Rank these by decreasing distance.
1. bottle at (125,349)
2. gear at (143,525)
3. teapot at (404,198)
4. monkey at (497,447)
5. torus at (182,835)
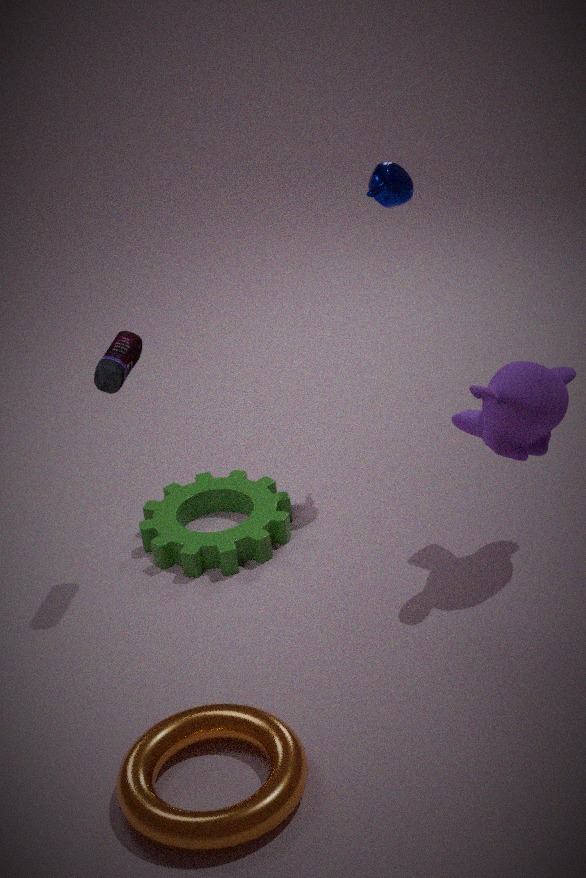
gear at (143,525), teapot at (404,198), bottle at (125,349), monkey at (497,447), torus at (182,835)
